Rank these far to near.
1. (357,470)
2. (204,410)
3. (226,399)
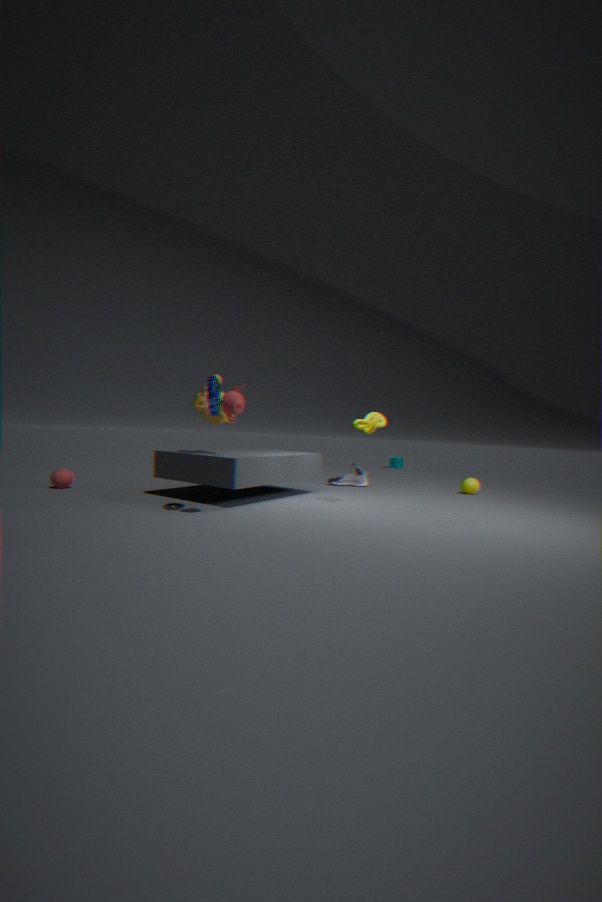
1. (357,470)
2. (204,410)
3. (226,399)
